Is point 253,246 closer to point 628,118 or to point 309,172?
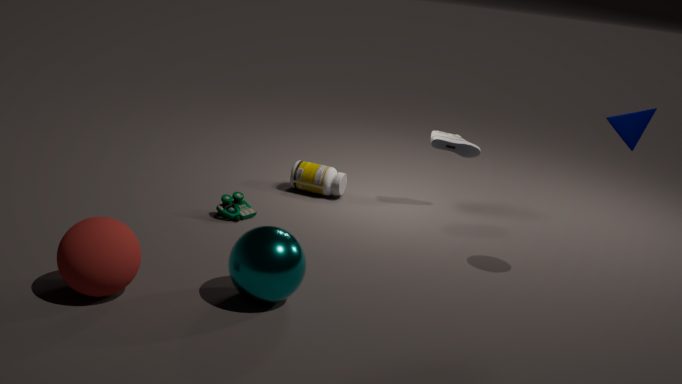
point 309,172
